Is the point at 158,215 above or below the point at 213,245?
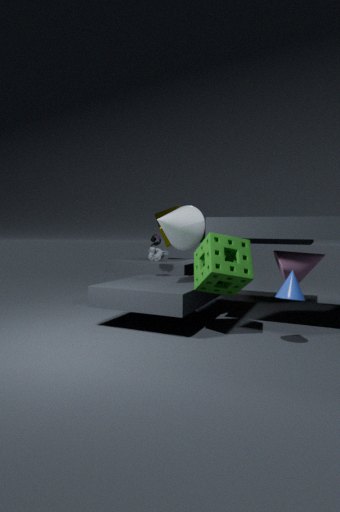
above
